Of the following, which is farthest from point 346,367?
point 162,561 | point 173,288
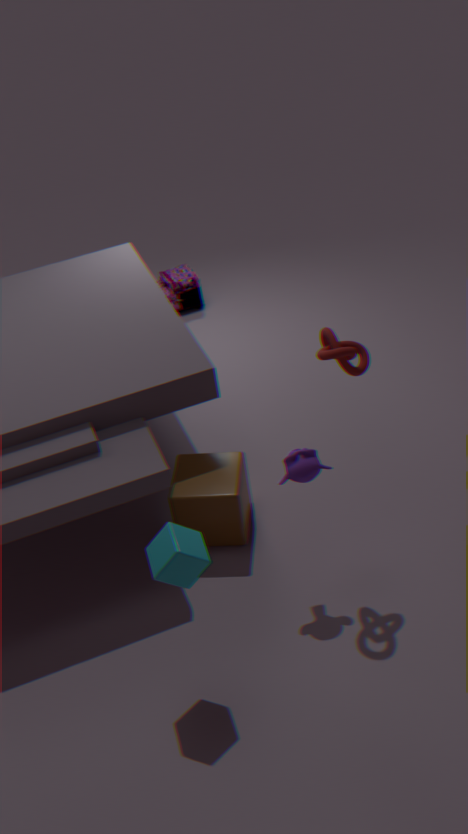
point 173,288
